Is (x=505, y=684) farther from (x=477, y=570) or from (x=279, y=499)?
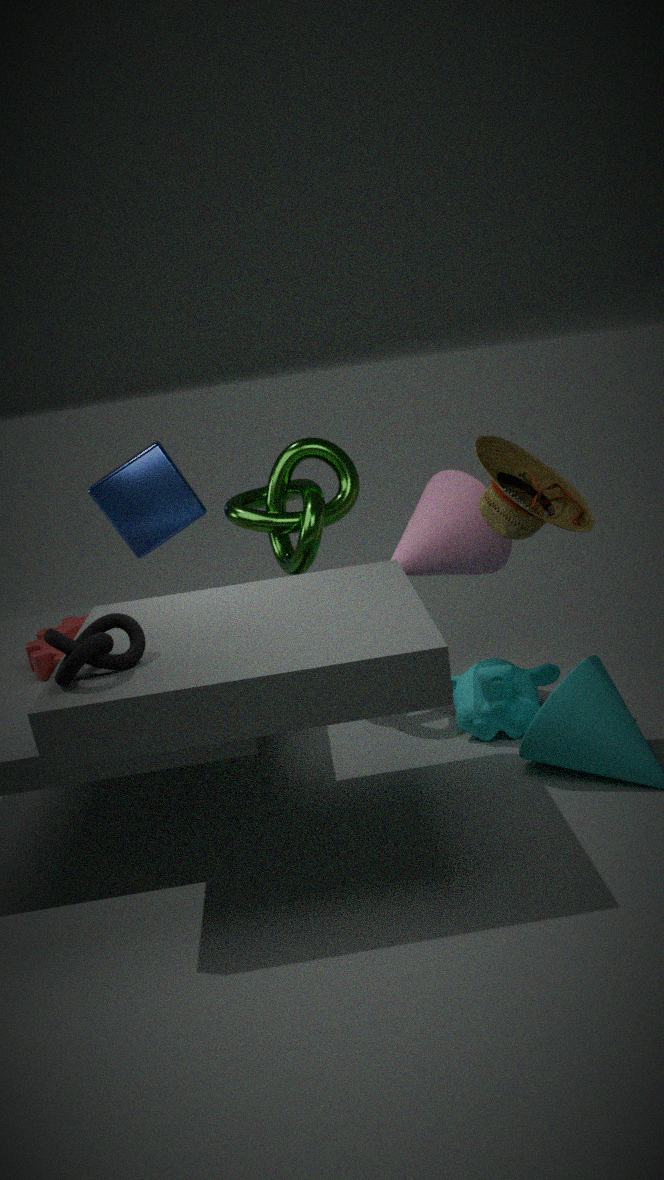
(x=279, y=499)
